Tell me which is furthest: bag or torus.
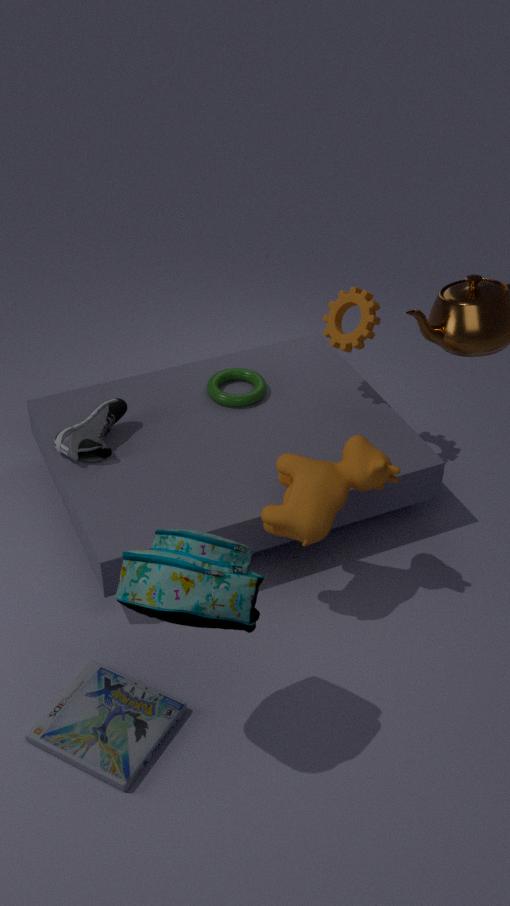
torus
